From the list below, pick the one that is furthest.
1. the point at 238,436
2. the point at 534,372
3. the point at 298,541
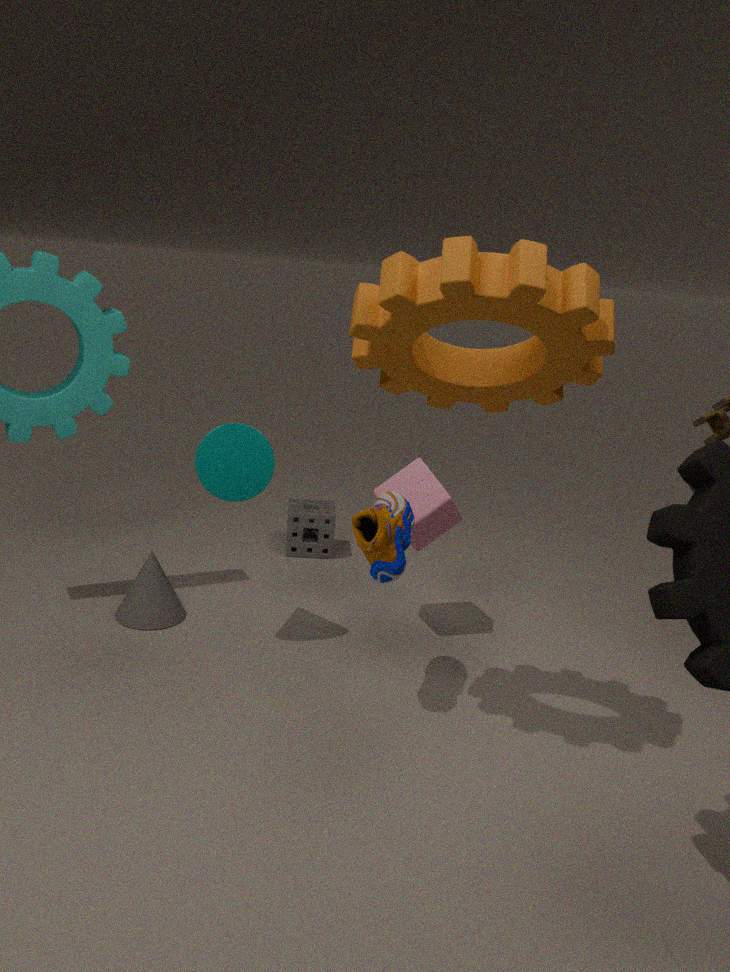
the point at 298,541
